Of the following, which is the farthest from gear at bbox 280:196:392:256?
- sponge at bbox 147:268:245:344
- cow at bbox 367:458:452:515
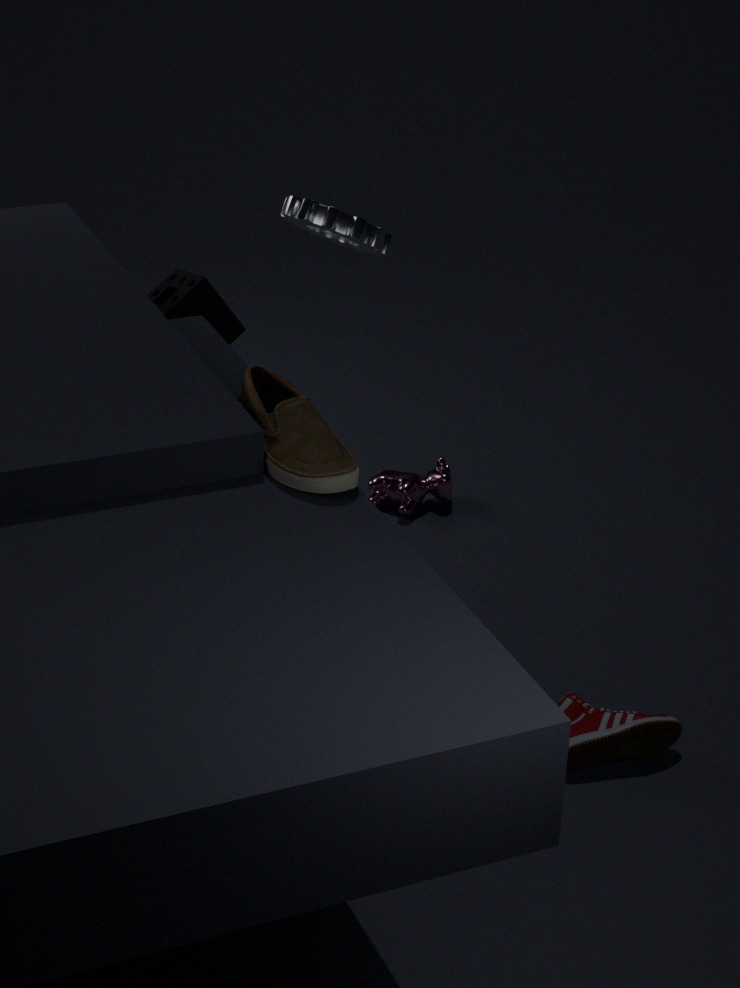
cow at bbox 367:458:452:515
